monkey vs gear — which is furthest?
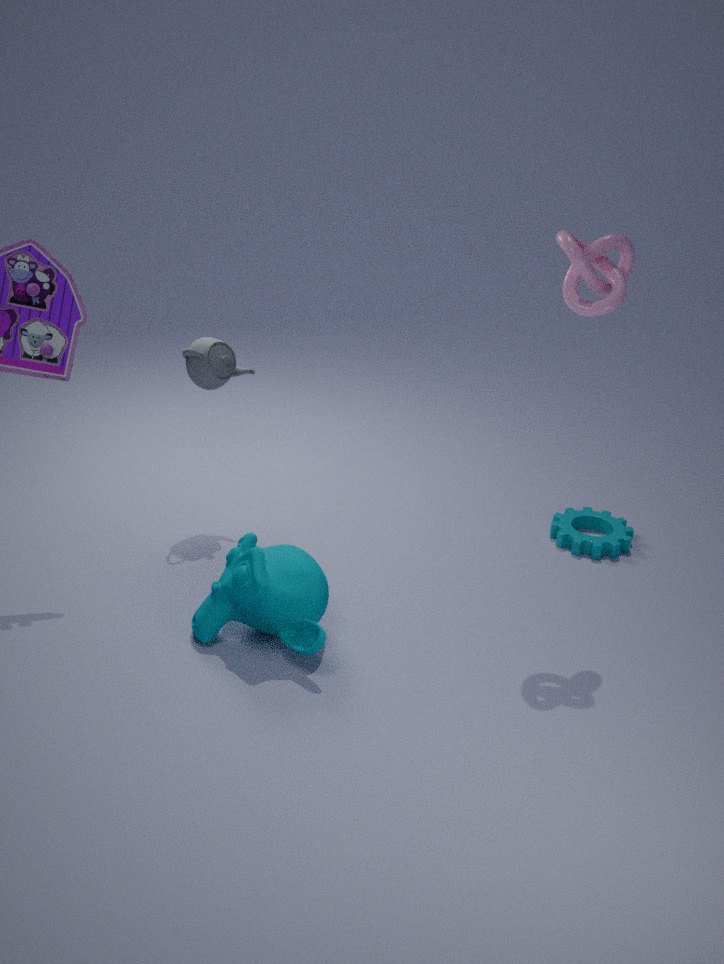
gear
